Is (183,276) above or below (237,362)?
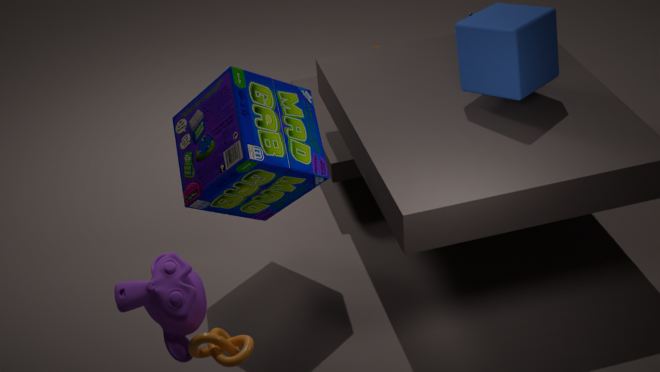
above
